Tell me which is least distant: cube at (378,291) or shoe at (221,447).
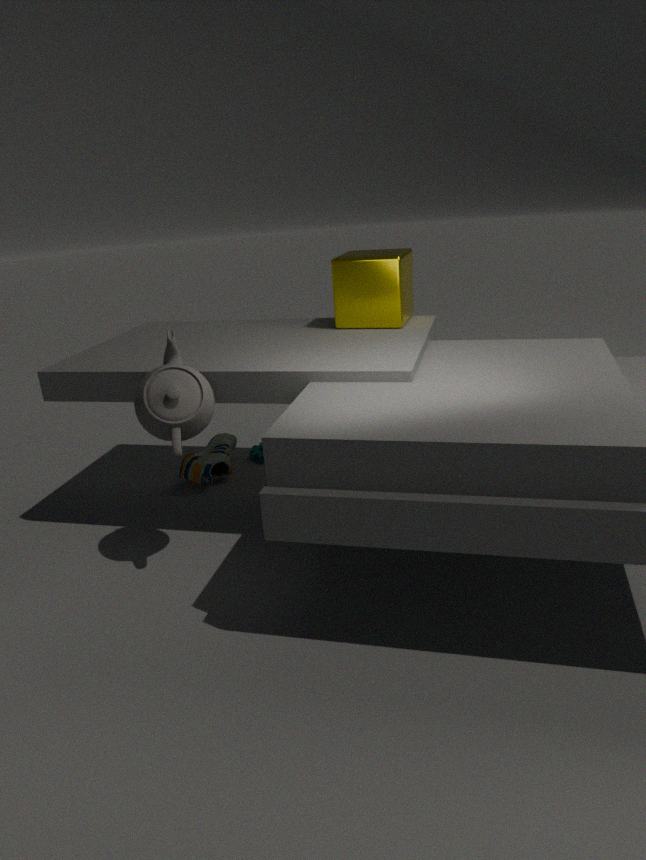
cube at (378,291)
